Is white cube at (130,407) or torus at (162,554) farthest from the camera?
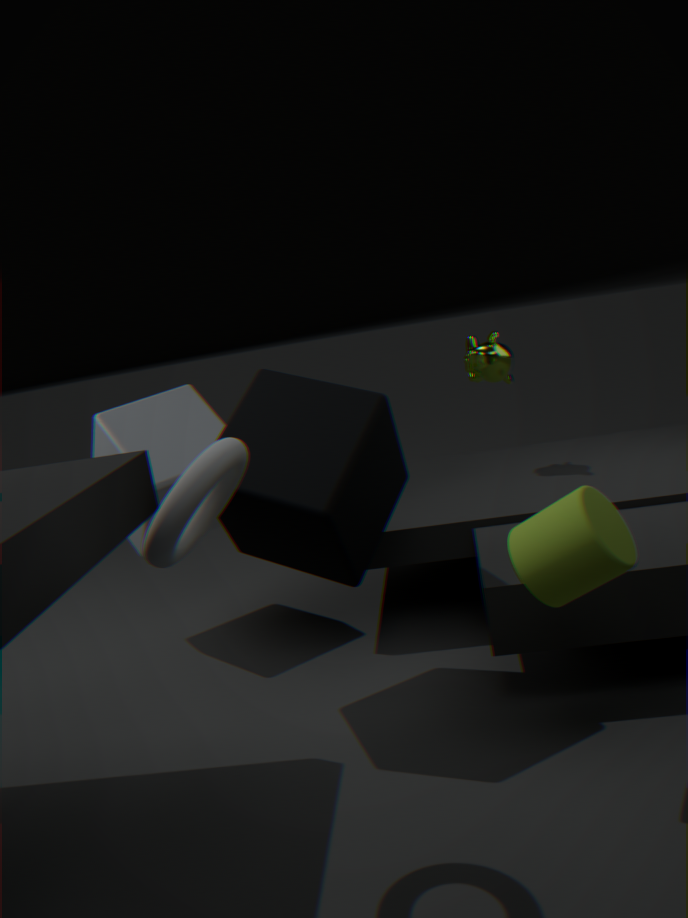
white cube at (130,407)
